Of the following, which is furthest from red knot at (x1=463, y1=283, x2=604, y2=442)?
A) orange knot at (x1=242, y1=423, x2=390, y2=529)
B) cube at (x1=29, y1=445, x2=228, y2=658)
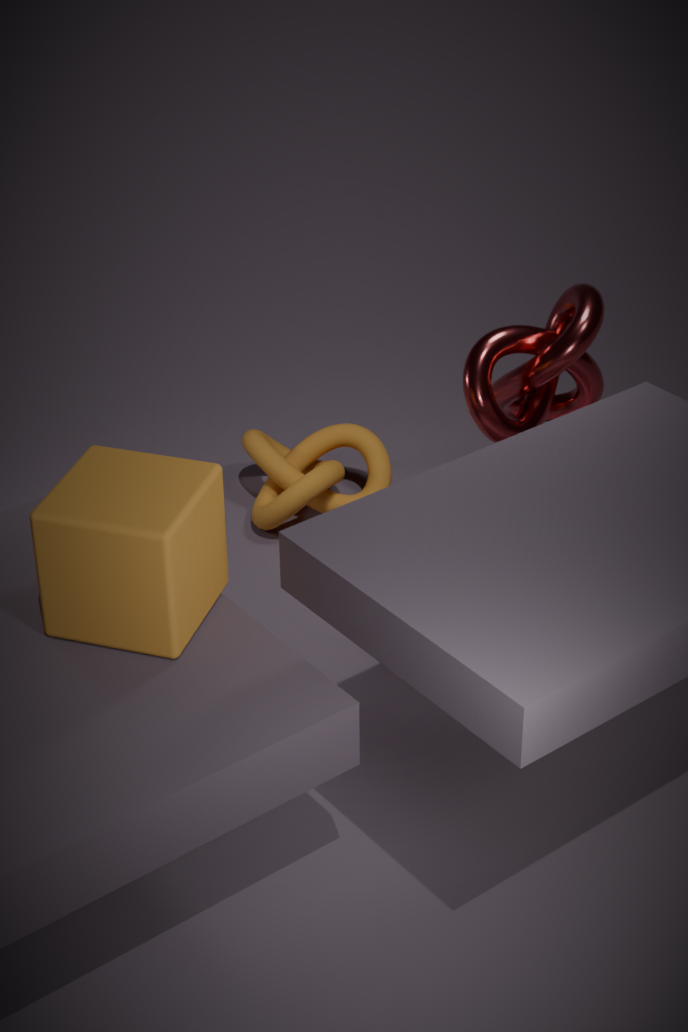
cube at (x1=29, y1=445, x2=228, y2=658)
